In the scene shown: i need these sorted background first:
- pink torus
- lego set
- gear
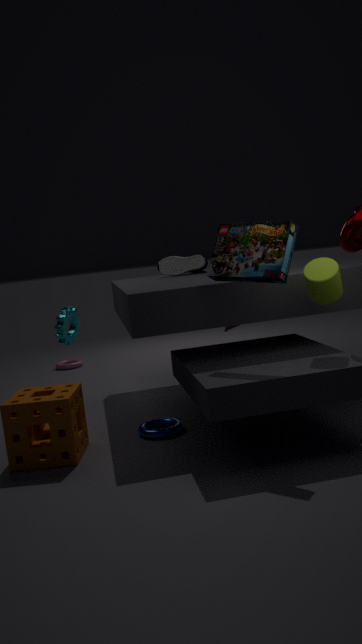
pink torus, gear, lego set
